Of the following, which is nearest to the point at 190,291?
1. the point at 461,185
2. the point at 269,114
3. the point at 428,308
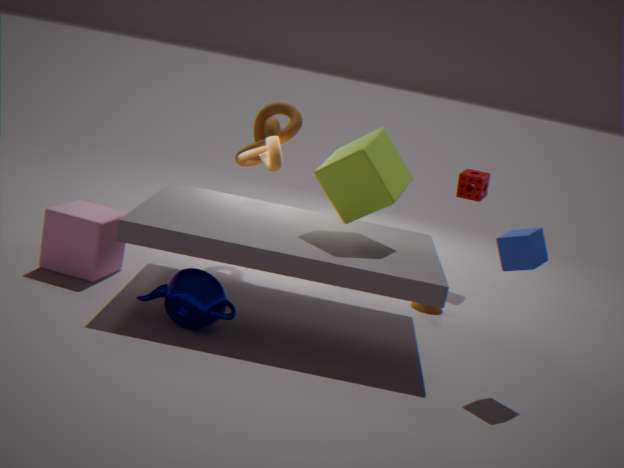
the point at 269,114
